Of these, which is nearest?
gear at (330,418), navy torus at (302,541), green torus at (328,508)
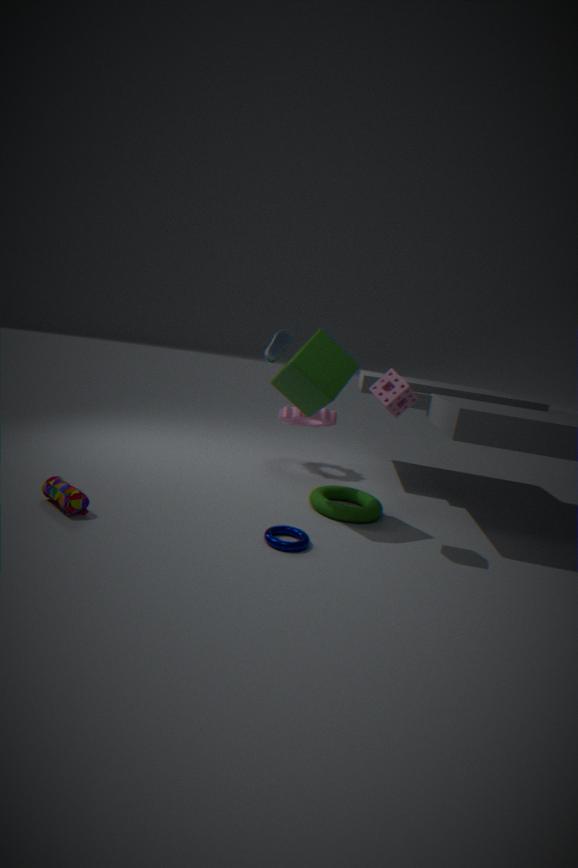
navy torus at (302,541)
